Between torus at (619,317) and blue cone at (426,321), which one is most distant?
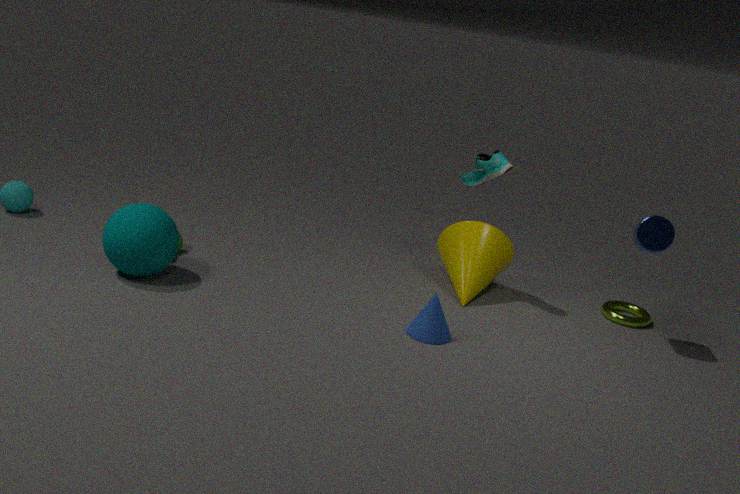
torus at (619,317)
